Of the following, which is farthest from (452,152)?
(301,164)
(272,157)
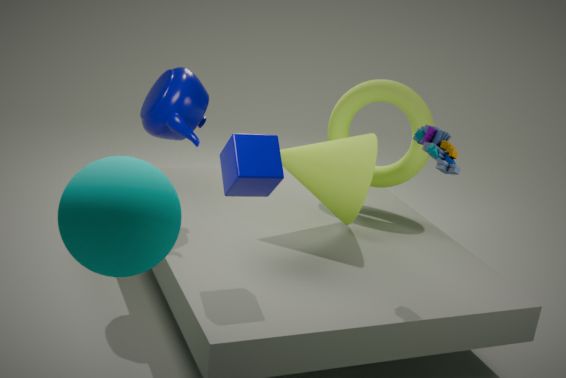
Answer: (272,157)
